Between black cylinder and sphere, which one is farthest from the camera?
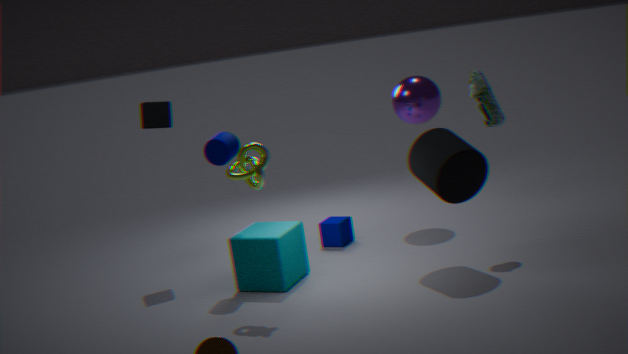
sphere
